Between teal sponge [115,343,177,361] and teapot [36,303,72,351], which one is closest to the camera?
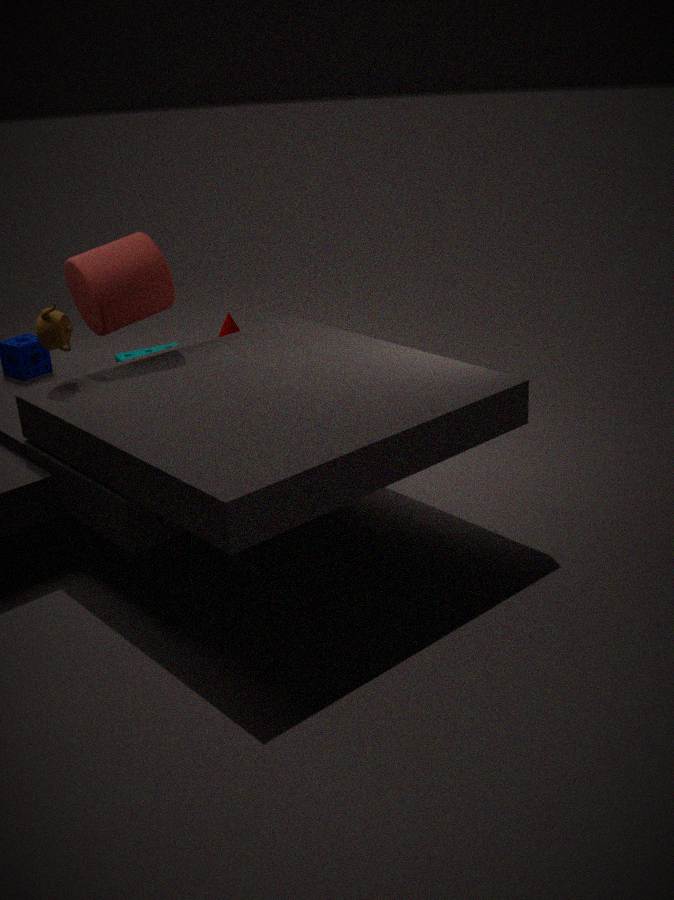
teapot [36,303,72,351]
